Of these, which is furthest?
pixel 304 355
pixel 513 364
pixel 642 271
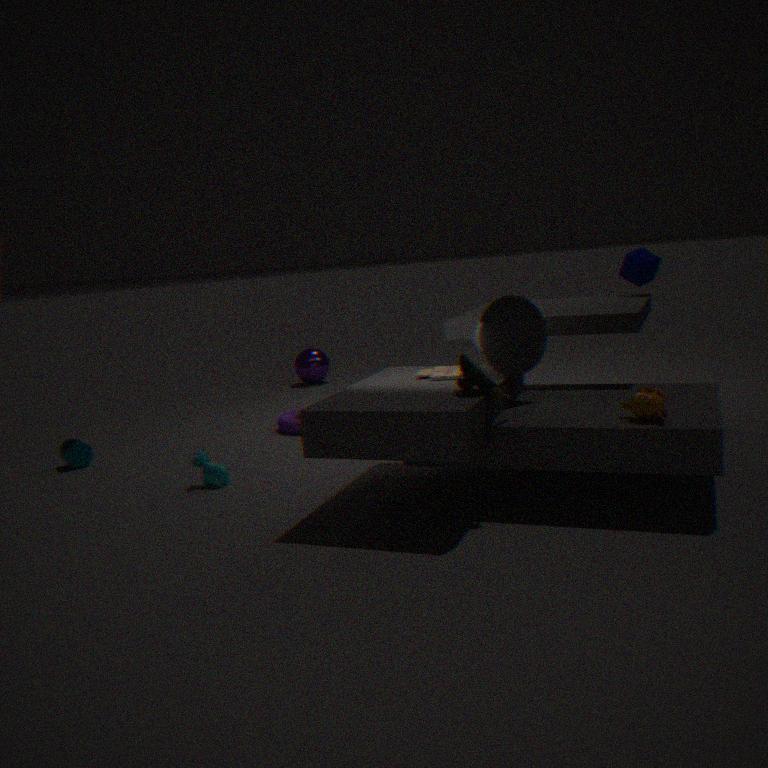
pixel 304 355
